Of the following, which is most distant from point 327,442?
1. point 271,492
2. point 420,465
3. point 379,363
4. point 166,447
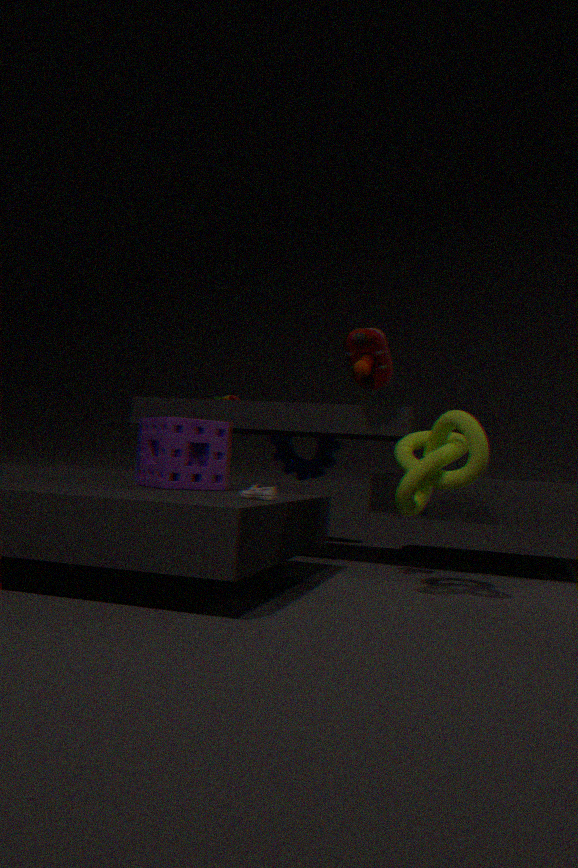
point 271,492
